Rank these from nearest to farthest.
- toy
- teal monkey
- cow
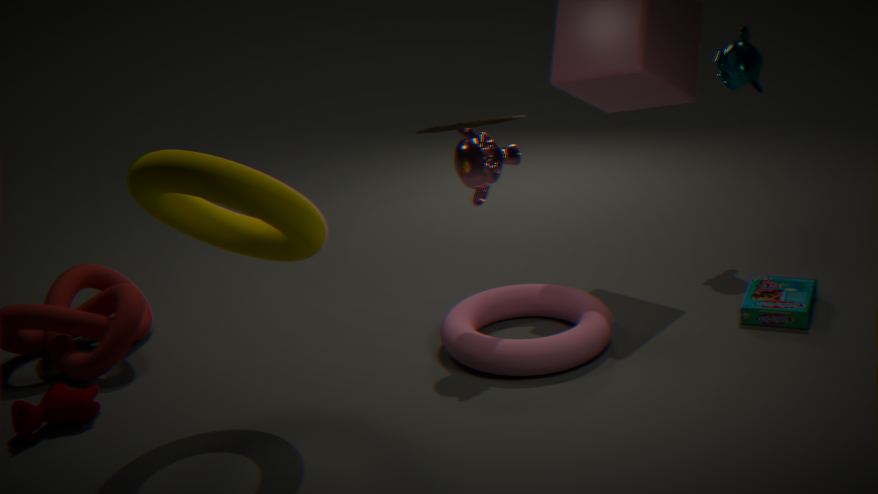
toy
cow
teal monkey
